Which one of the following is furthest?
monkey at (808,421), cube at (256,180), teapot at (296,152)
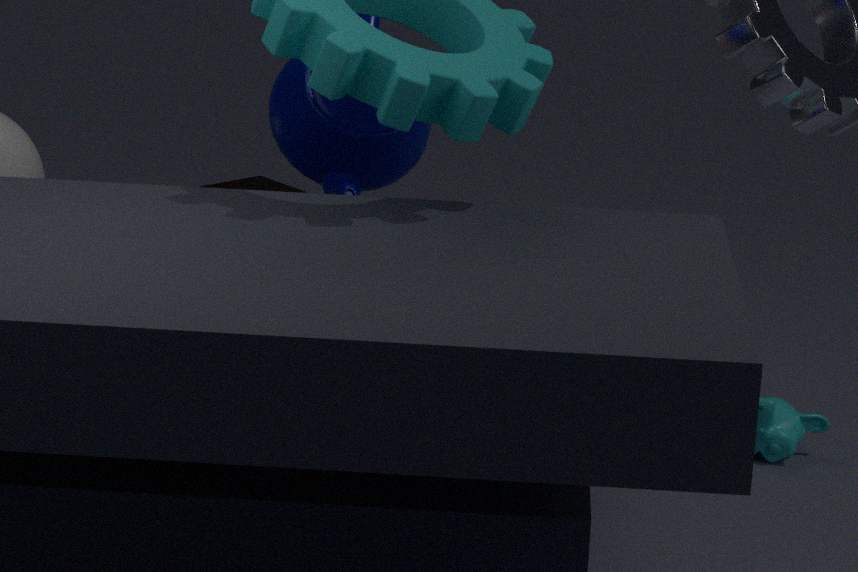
monkey at (808,421)
